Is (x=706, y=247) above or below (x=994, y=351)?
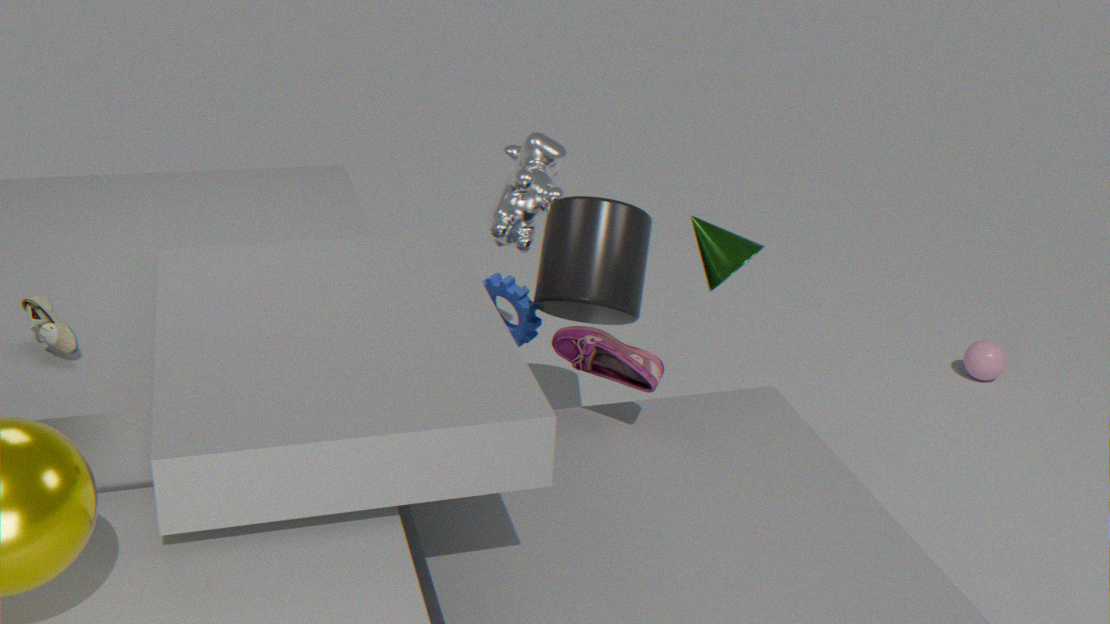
above
